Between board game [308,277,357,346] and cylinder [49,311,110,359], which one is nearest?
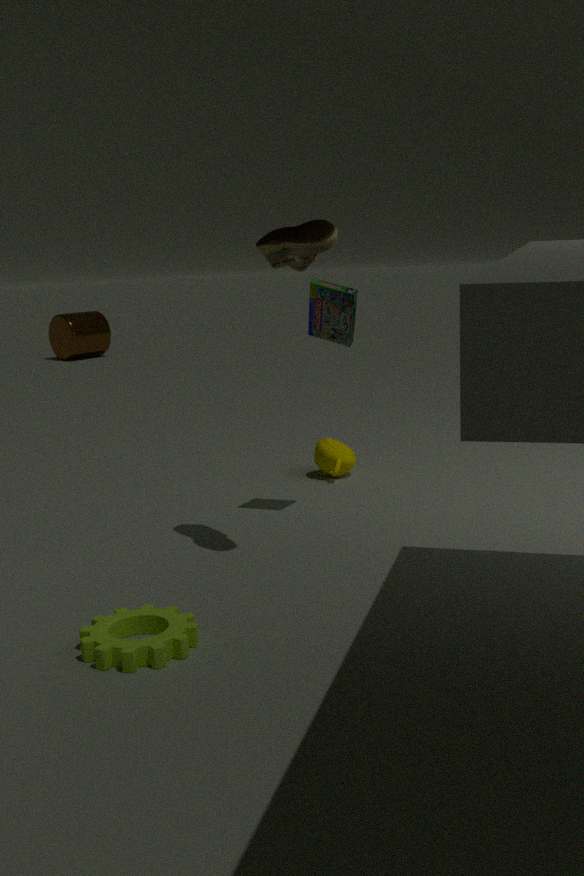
board game [308,277,357,346]
